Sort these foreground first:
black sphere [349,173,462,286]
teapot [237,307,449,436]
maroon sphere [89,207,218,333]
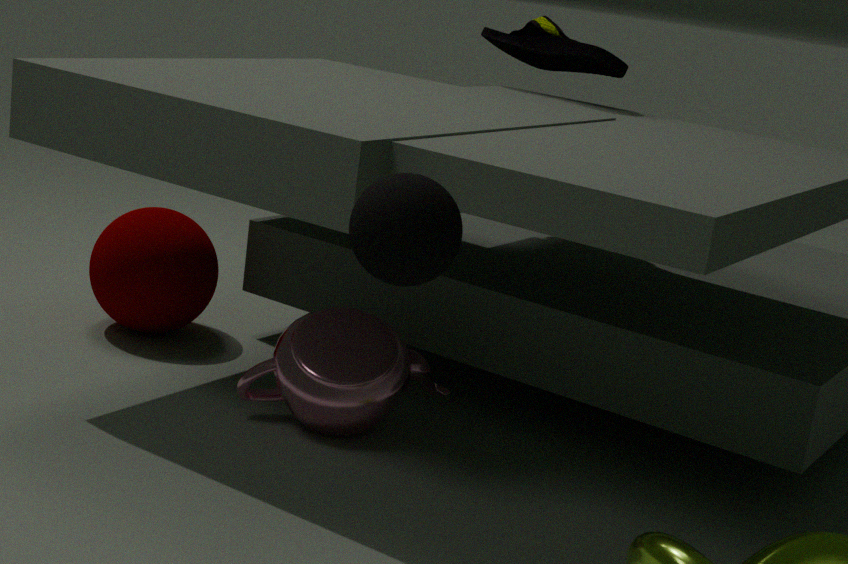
black sphere [349,173,462,286] < teapot [237,307,449,436] < maroon sphere [89,207,218,333]
